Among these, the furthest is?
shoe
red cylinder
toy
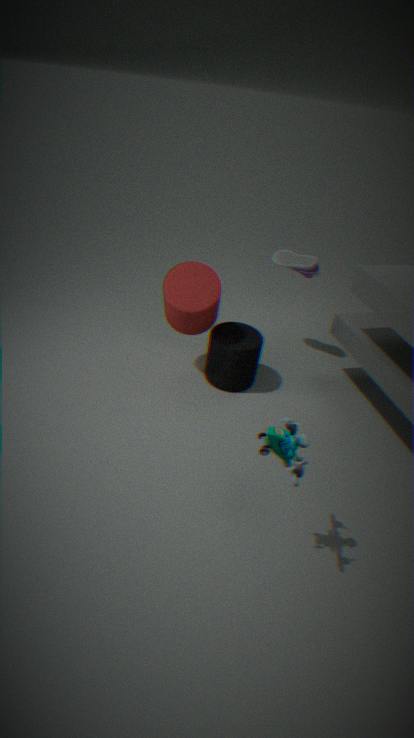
shoe
